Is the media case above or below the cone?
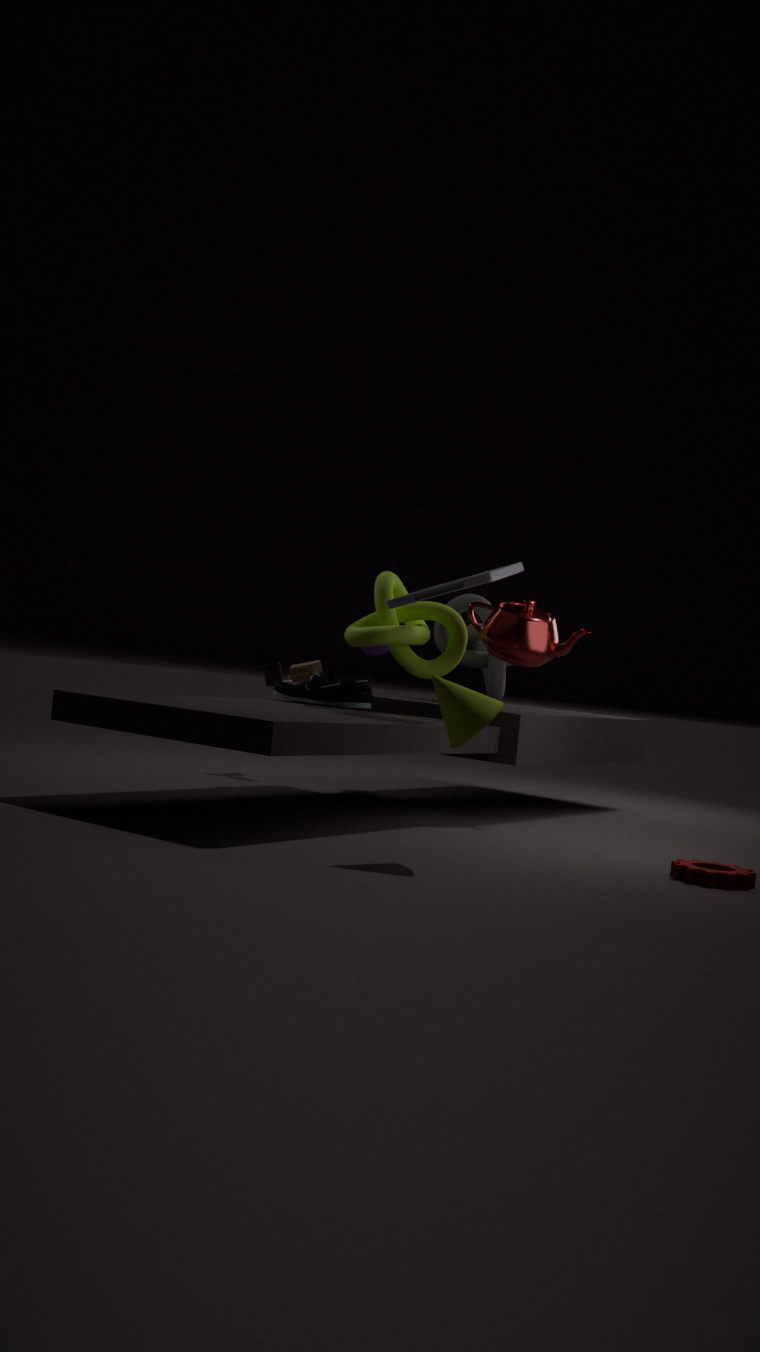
above
